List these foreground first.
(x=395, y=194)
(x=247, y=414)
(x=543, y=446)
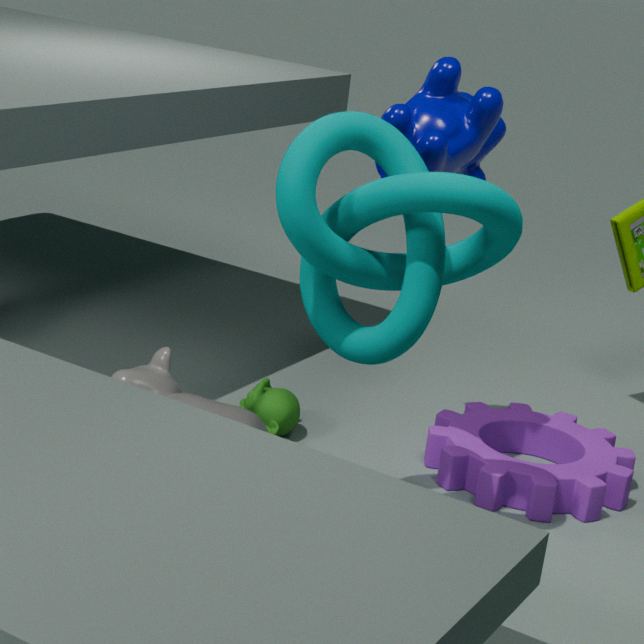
(x=395, y=194), (x=247, y=414), (x=543, y=446)
